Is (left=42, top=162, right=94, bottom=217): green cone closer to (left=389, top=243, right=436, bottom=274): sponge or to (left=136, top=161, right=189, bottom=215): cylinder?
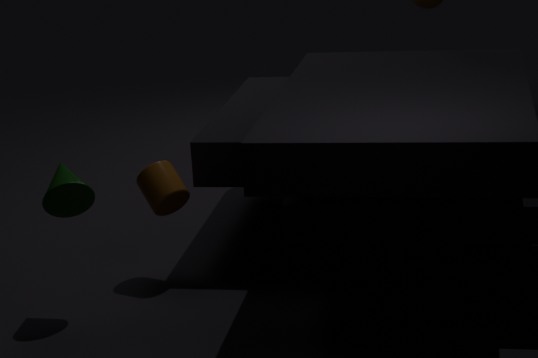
(left=136, top=161, right=189, bottom=215): cylinder
